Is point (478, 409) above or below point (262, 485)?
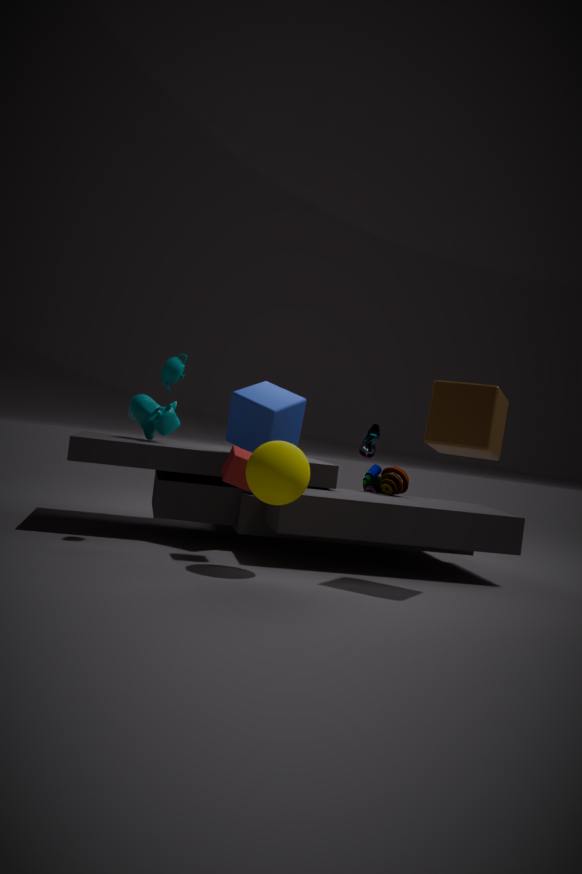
above
